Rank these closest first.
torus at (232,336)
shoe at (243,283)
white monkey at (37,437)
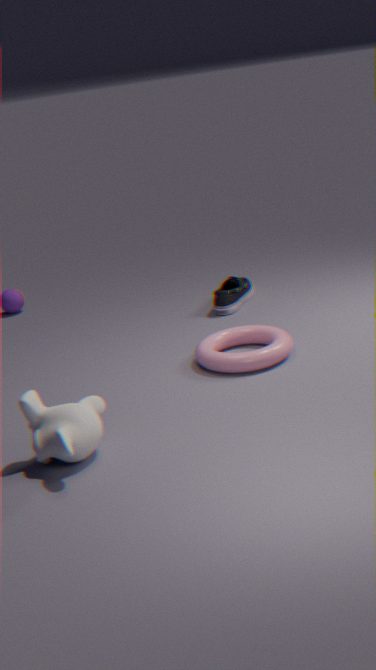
white monkey at (37,437)
torus at (232,336)
shoe at (243,283)
